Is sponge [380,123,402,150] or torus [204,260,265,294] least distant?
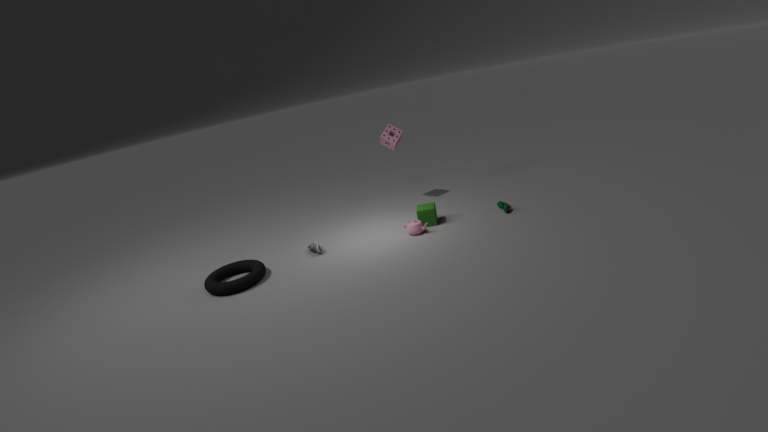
torus [204,260,265,294]
